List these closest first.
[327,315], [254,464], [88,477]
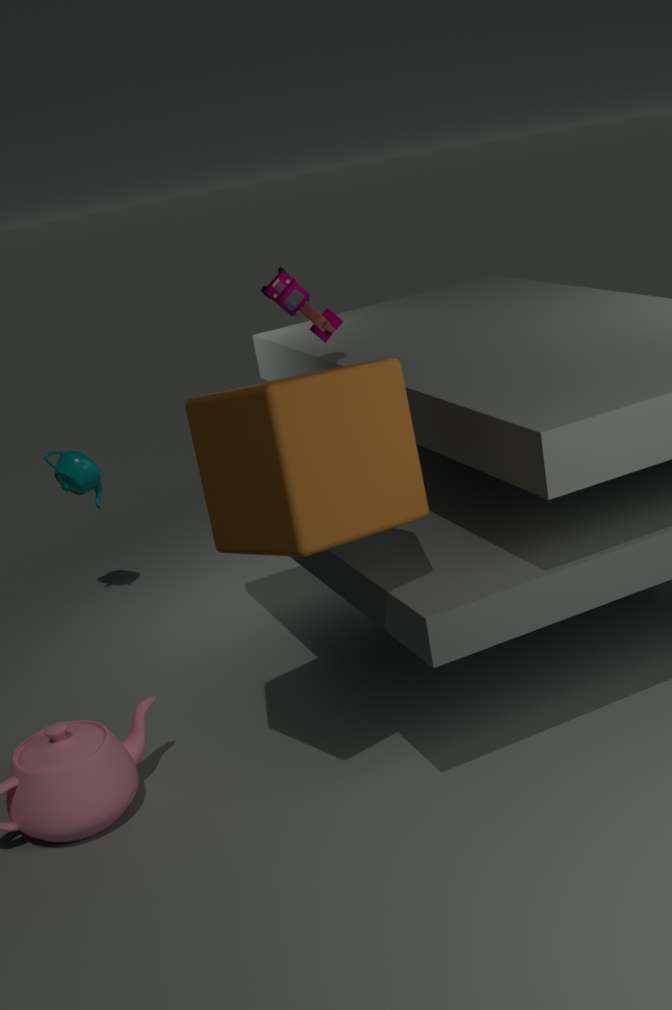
[254,464] → [327,315] → [88,477]
